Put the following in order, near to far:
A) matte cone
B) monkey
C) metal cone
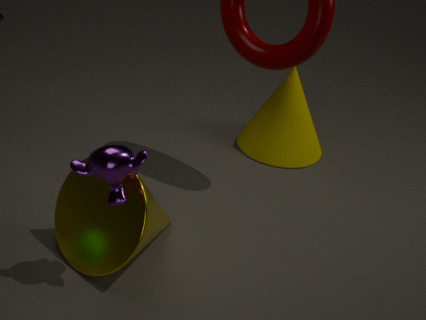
1. monkey
2. metal cone
3. matte cone
